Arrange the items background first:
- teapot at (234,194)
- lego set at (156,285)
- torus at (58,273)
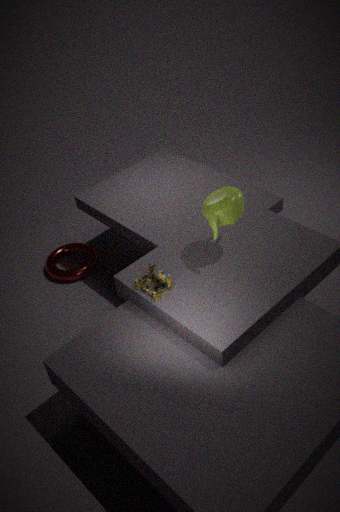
1. torus at (58,273)
2. teapot at (234,194)
3. lego set at (156,285)
